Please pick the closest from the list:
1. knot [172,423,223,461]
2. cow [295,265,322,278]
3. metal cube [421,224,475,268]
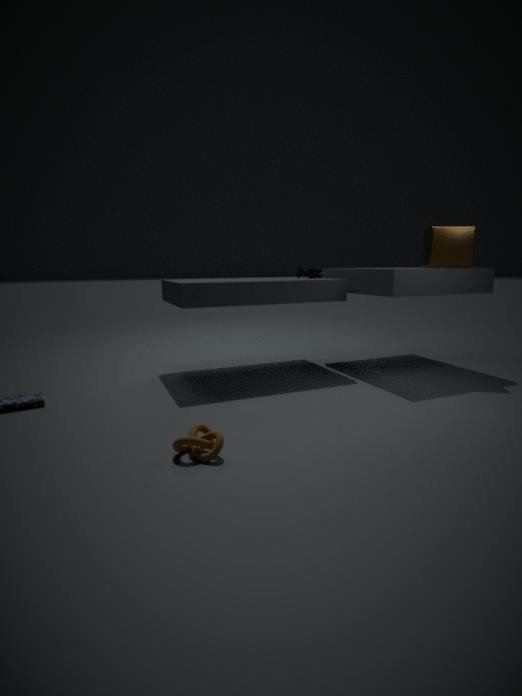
knot [172,423,223,461]
